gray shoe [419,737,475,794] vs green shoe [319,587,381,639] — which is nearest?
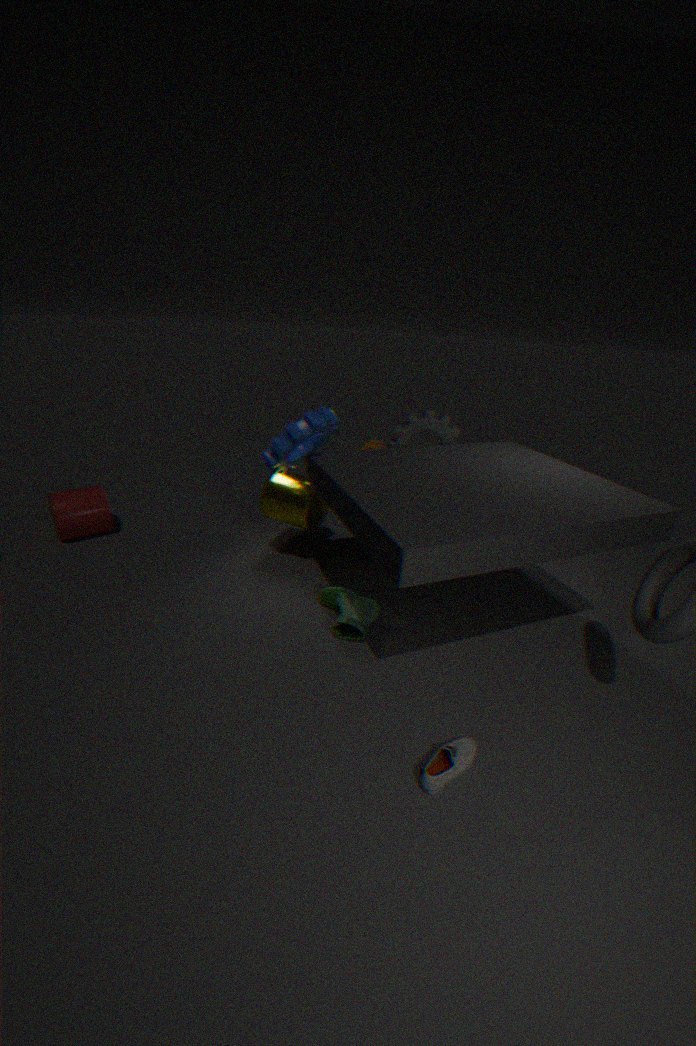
gray shoe [419,737,475,794]
